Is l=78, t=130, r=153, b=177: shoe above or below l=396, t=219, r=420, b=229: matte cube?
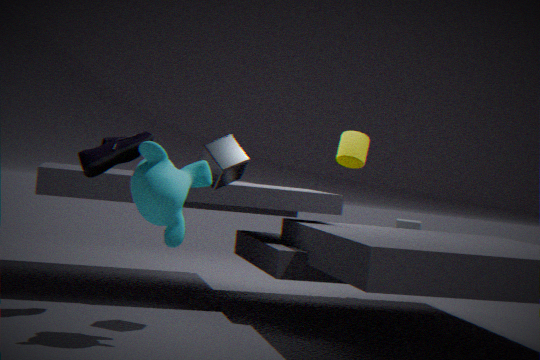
above
